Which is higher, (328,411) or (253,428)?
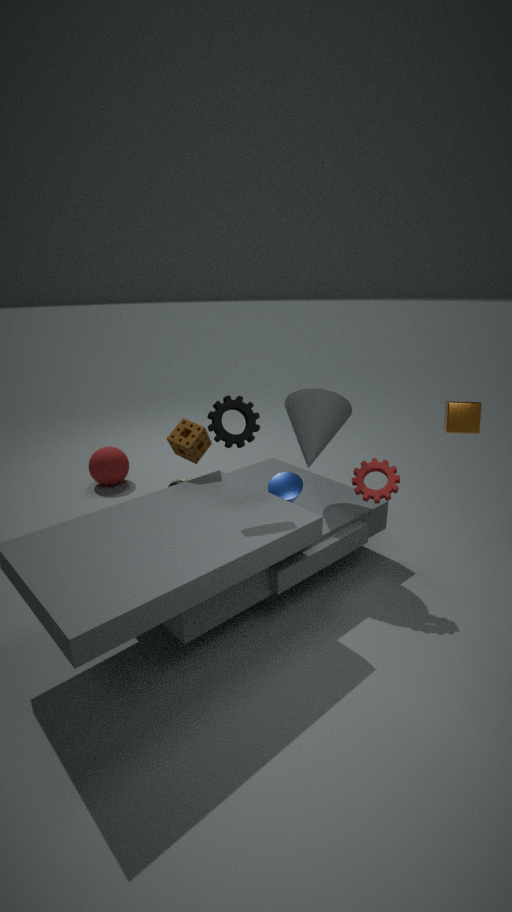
(253,428)
